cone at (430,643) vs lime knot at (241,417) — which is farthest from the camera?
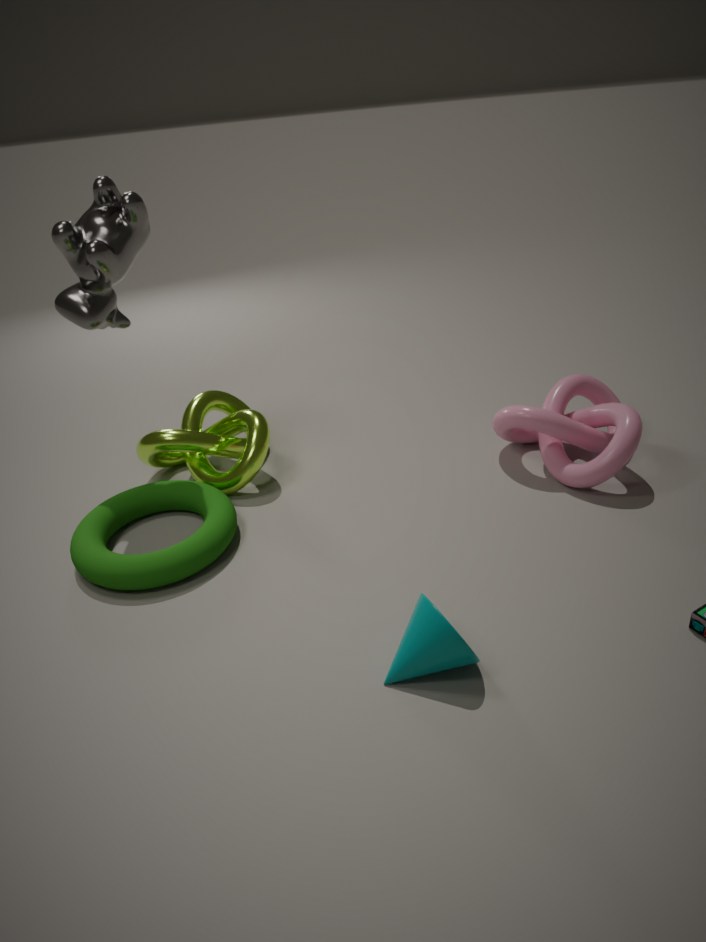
lime knot at (241,417)
